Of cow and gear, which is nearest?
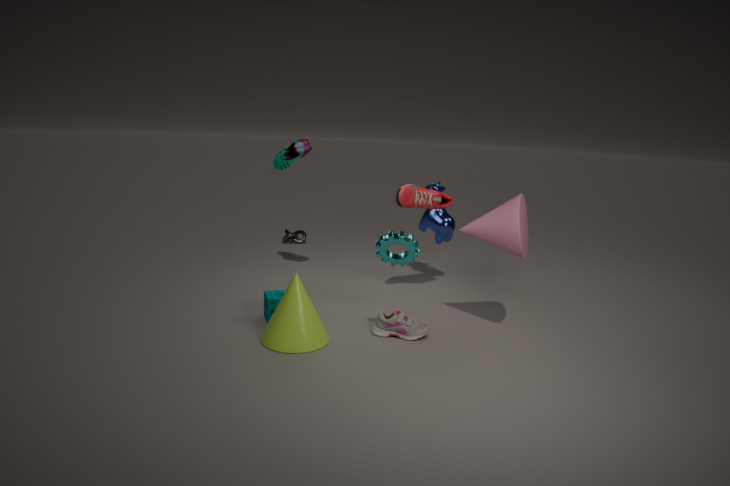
gear
